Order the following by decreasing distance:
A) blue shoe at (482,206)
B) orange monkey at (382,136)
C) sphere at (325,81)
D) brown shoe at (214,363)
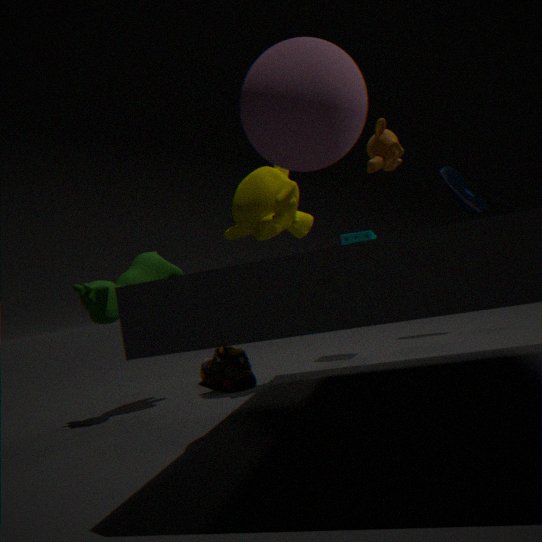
1. blue shoe at (482,206)
2. brown shoe at (214,363)
3. orange monkey at (382,136)
4. sphere at (325,81)
